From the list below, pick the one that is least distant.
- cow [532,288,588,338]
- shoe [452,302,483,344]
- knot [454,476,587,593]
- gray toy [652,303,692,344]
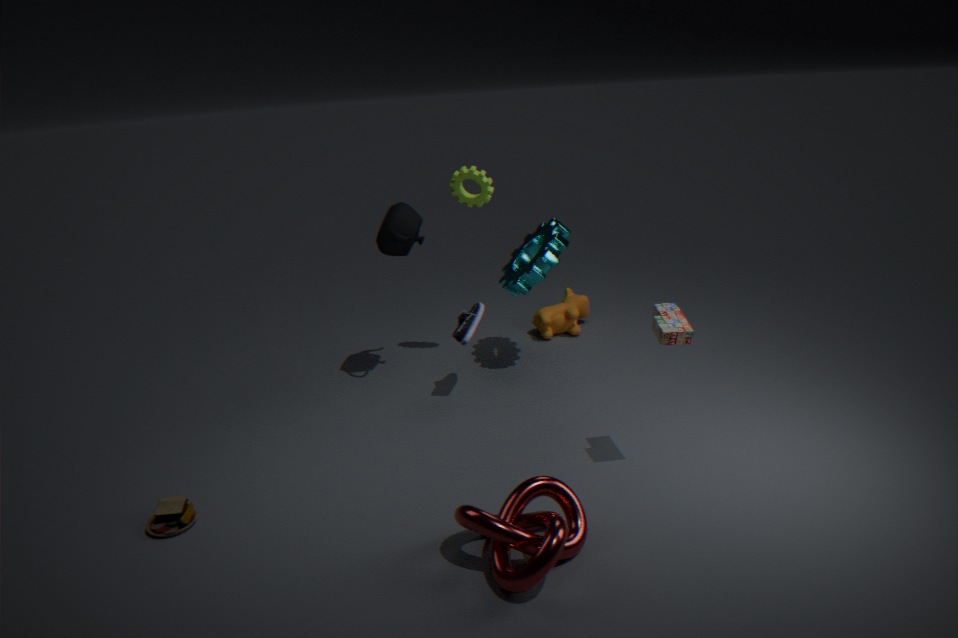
knot [454,476,587,593]
